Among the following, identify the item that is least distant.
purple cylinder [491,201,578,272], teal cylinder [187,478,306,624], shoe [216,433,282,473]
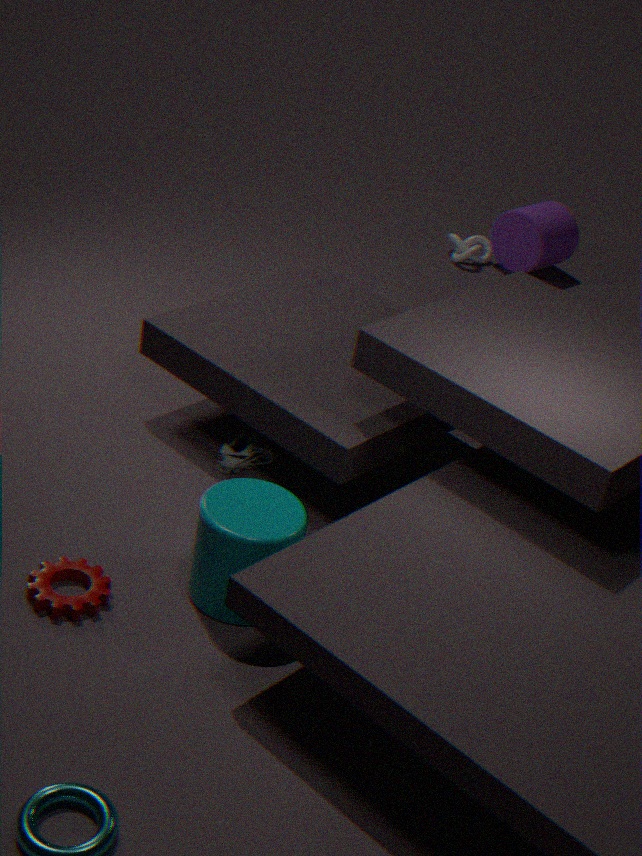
teal cylinder [187,478,306,624]
